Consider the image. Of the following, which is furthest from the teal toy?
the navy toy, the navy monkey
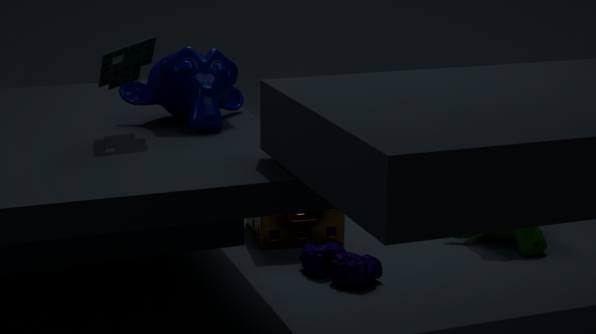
the navy toy
